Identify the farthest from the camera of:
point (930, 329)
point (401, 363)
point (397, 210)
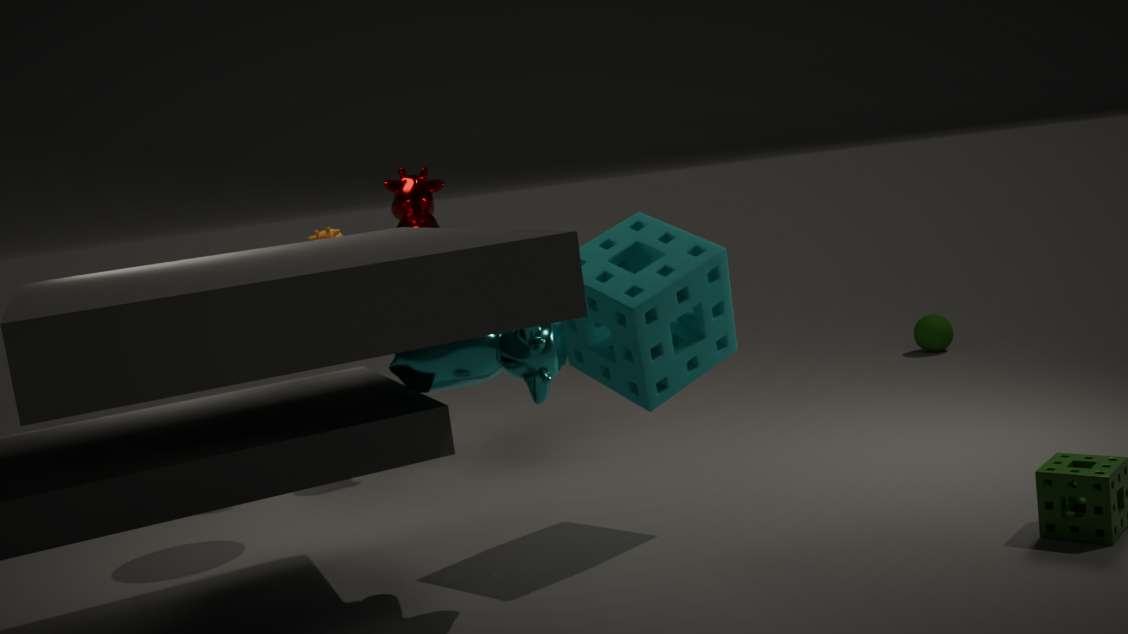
point (930, 329)
